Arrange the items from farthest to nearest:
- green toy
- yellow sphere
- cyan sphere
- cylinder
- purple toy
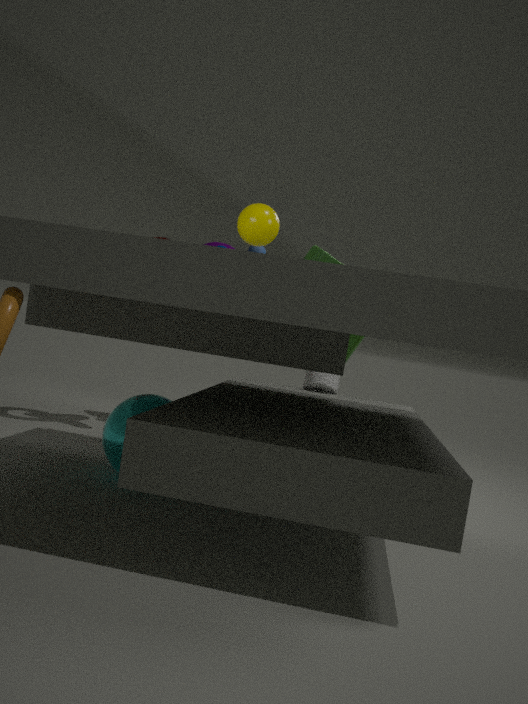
purple toy
green toy
cylinder
yellow sphere
cyan sphere
